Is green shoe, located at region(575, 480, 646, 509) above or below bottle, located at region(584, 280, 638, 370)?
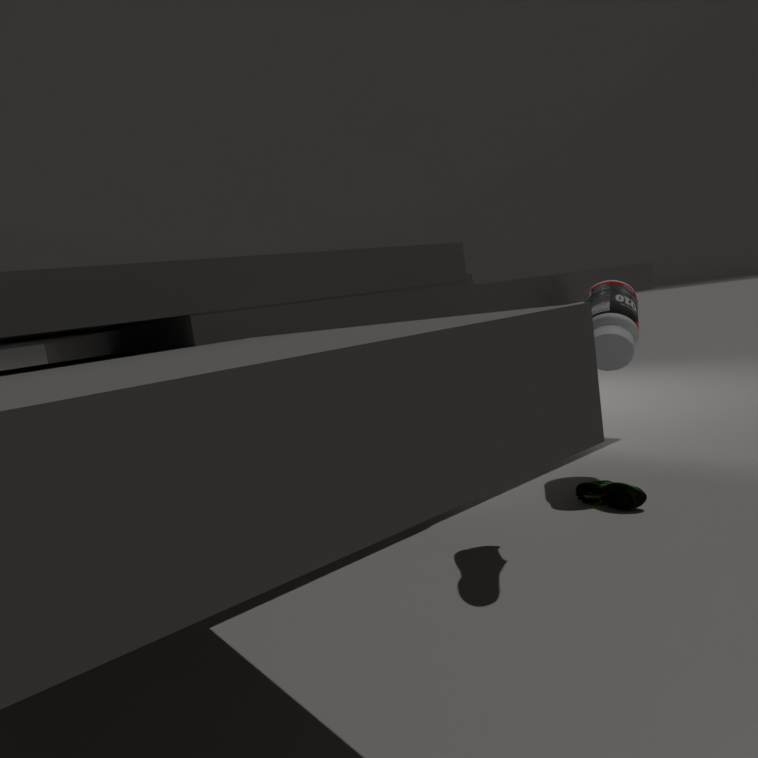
below
